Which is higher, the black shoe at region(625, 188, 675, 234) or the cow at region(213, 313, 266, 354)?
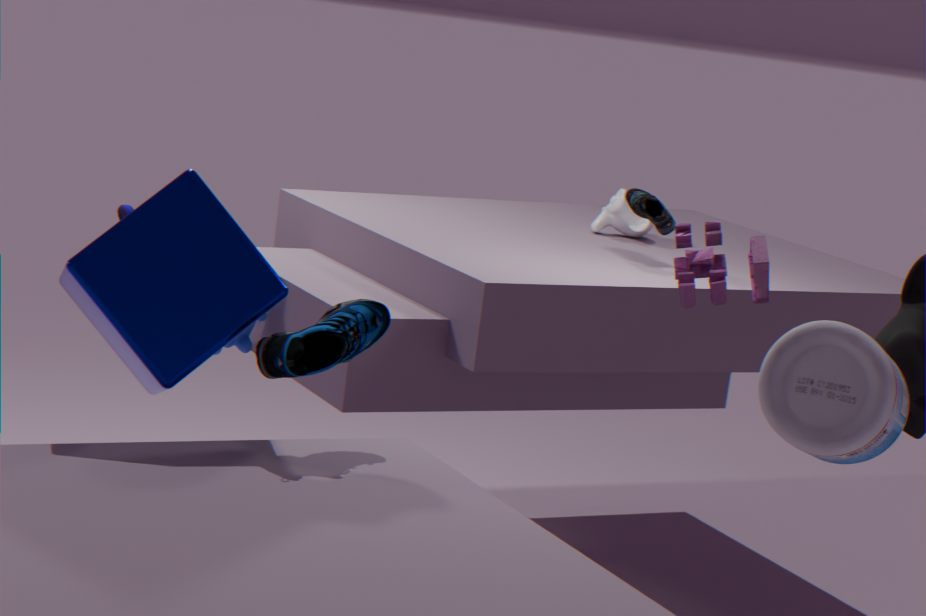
the black shoe at region(625, 188, 675, 234)
